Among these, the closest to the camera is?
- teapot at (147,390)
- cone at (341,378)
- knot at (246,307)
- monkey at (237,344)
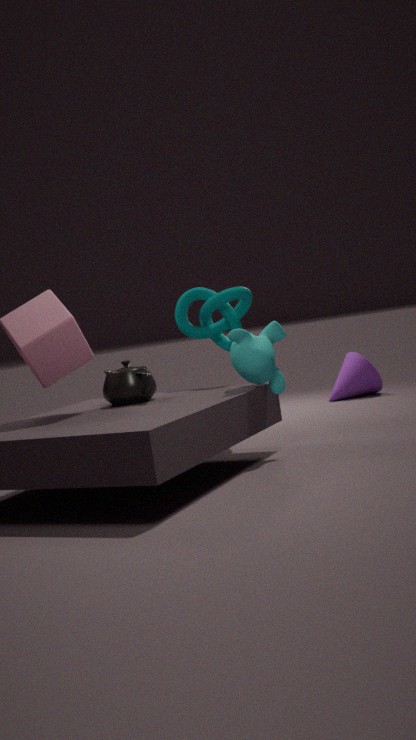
monkey at (237,344)
